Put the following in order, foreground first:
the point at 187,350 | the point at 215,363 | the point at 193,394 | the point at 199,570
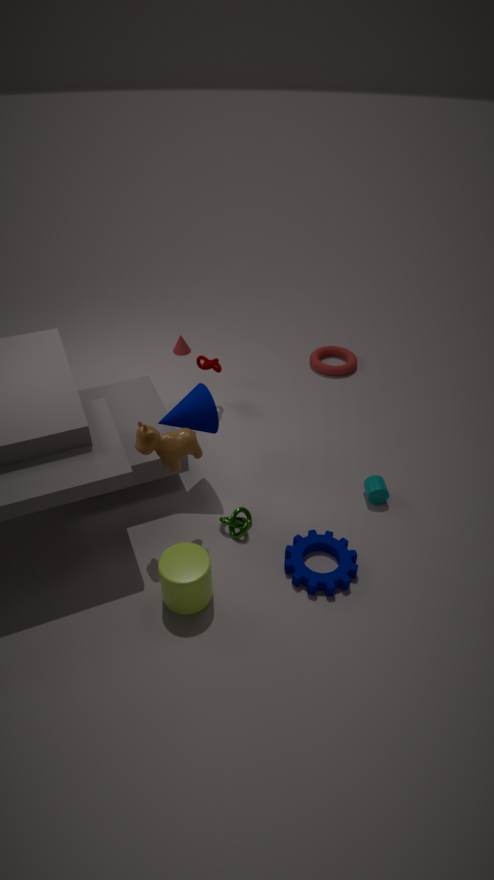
the point at 199,570, the point at 193,394, the point at 215,363, the point at 187,350
